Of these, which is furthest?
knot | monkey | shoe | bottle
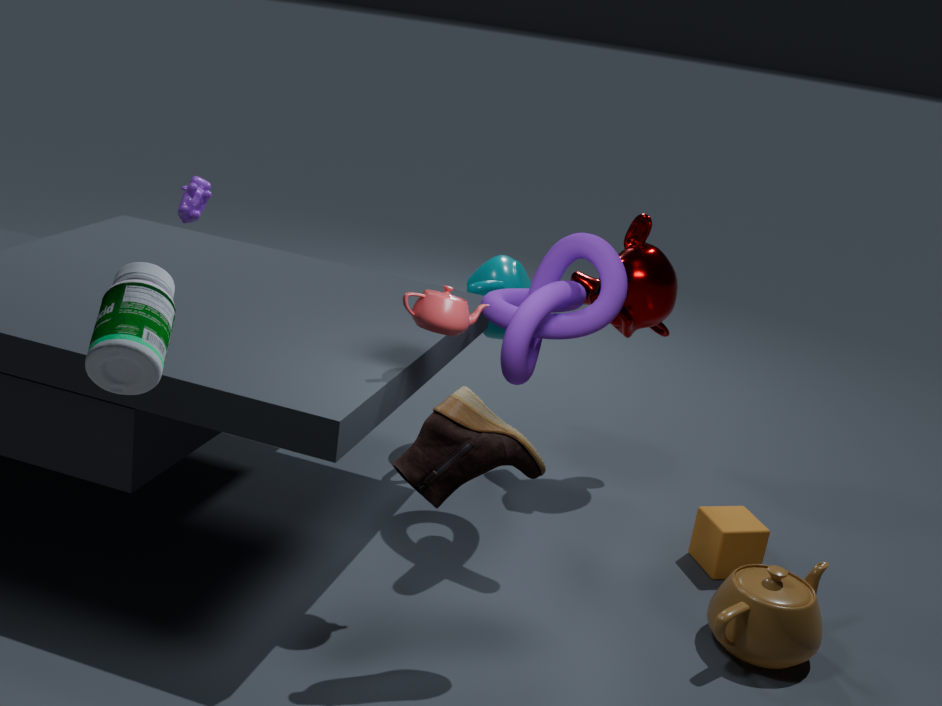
monkey
